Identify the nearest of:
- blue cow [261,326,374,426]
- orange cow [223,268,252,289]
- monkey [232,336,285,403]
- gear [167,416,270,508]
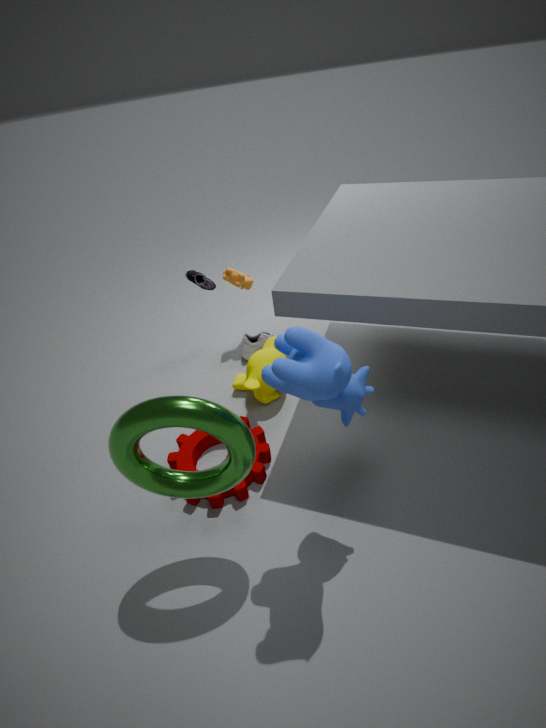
blue cow [261,326,374,426]
